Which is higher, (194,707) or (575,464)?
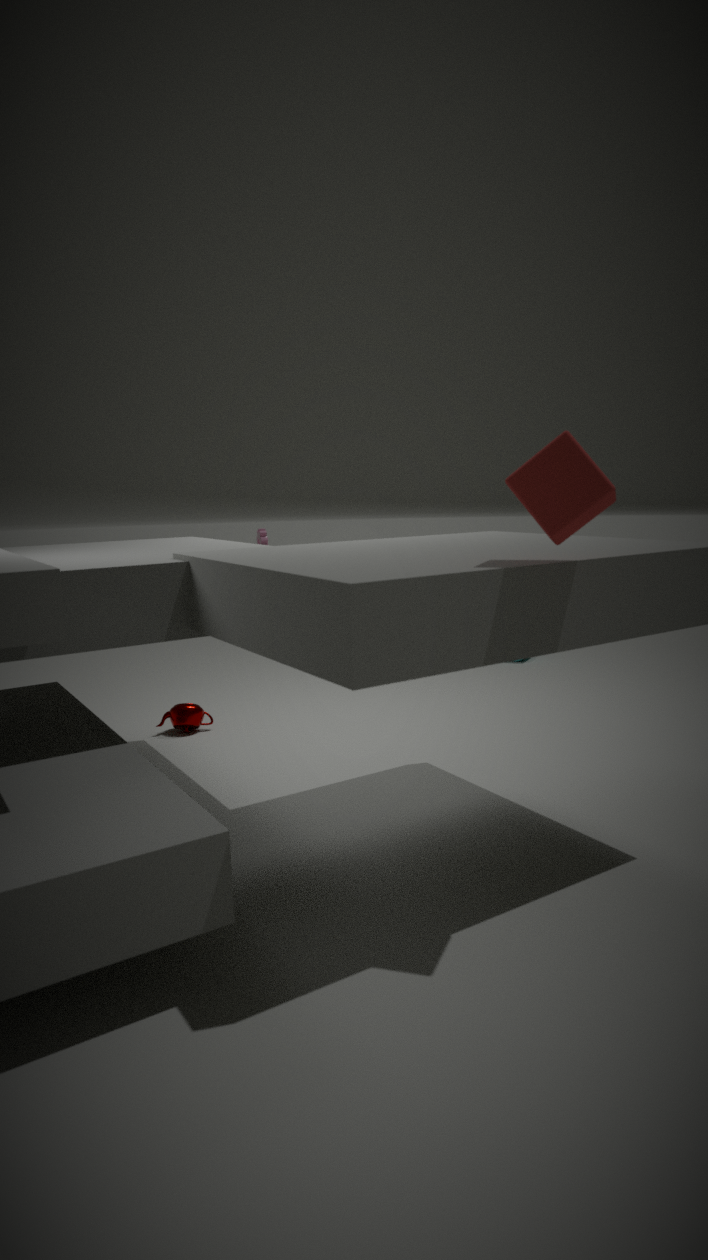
(575,464)
